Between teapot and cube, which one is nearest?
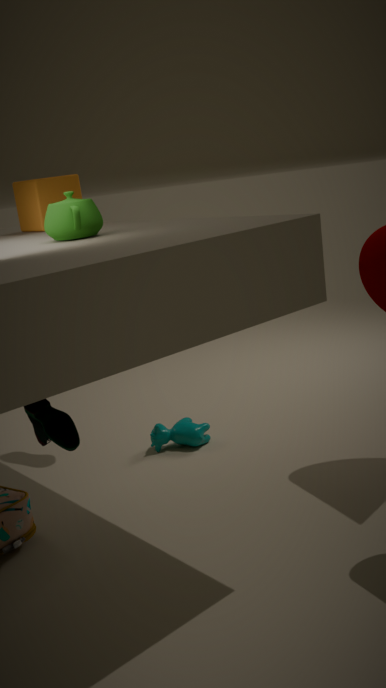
teapot
